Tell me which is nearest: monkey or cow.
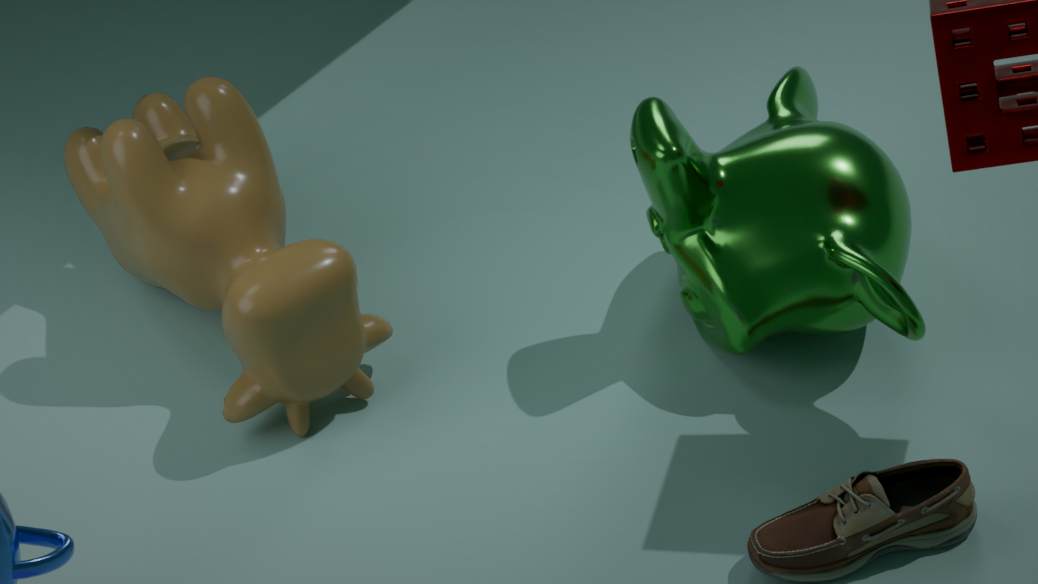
cow
